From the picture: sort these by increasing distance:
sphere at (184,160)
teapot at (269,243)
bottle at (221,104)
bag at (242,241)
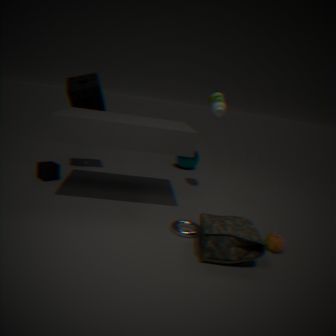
1. bag at (242,241)
2. teapot at (269,243)
3. bottle at (221,104)
4. sphere at (184,160)
